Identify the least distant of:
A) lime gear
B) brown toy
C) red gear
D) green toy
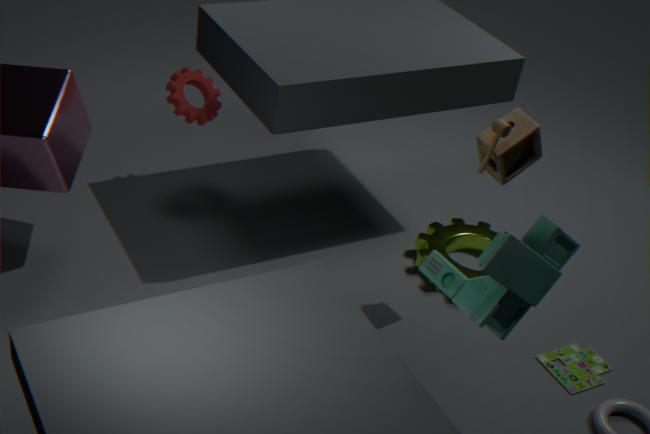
B. brown toy
